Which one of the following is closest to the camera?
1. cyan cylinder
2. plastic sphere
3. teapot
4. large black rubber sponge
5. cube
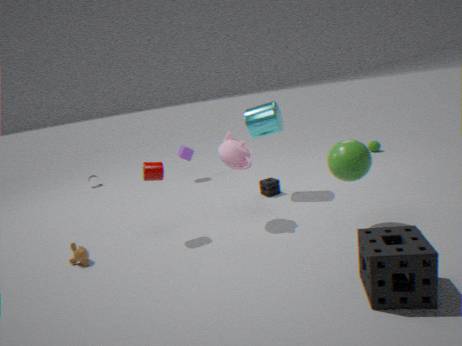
large black rubber sponge
